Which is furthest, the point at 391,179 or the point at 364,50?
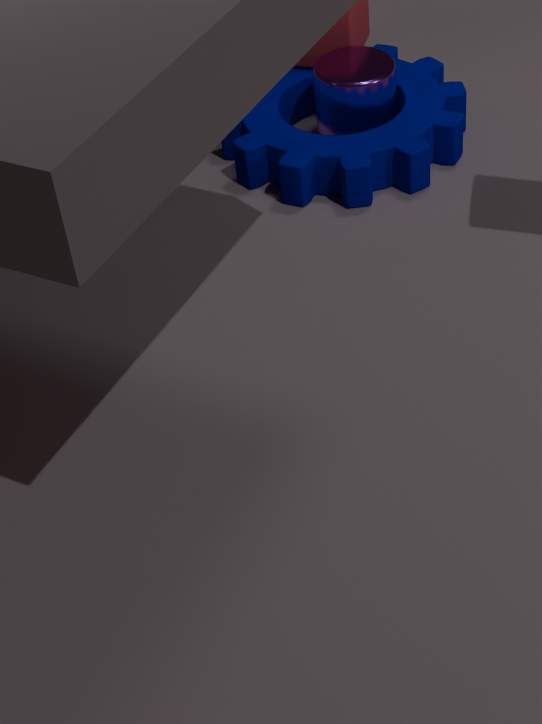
the point at 364,50
